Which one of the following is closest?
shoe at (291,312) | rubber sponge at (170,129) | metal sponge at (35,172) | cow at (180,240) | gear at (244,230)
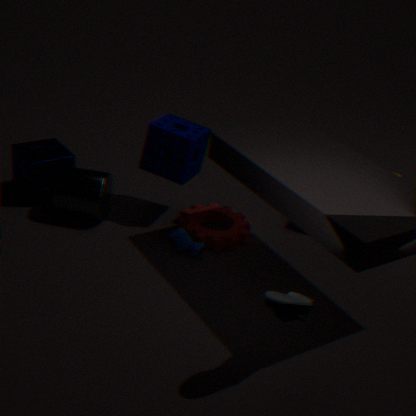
shoe at (291,312)
